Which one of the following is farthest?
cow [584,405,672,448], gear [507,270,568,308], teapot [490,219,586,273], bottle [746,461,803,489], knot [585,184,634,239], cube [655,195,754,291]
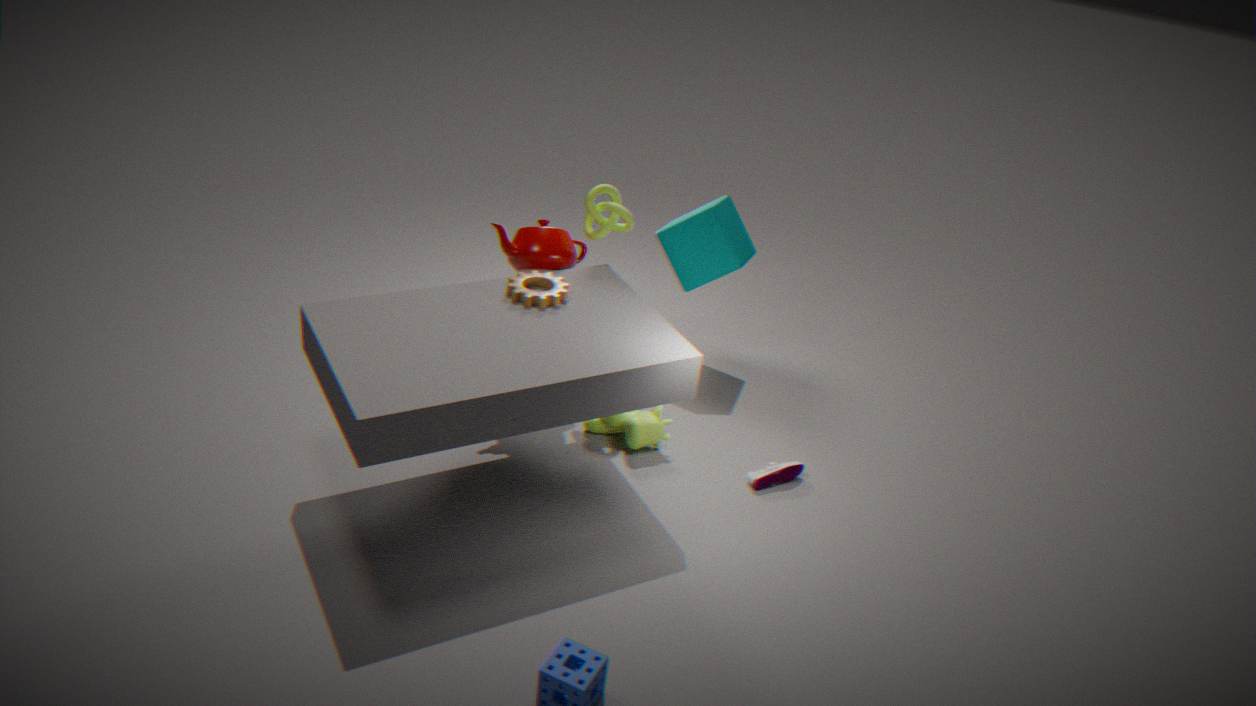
cube [655,195,754,291]
